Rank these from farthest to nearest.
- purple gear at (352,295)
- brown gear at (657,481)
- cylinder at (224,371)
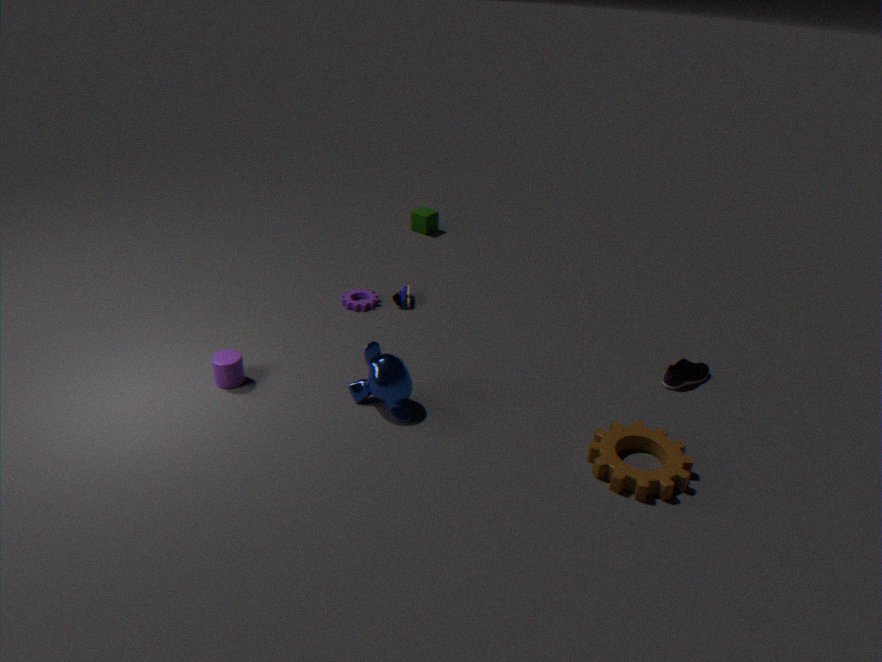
purple gear at (352,295)
cylinder at (224,371)
brown gear at (657,481)
